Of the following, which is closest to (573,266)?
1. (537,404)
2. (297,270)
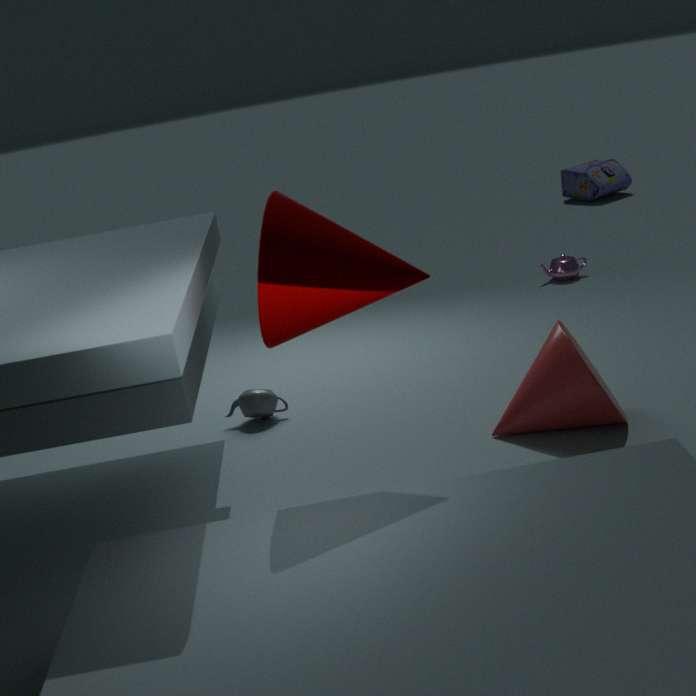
(537,404)
